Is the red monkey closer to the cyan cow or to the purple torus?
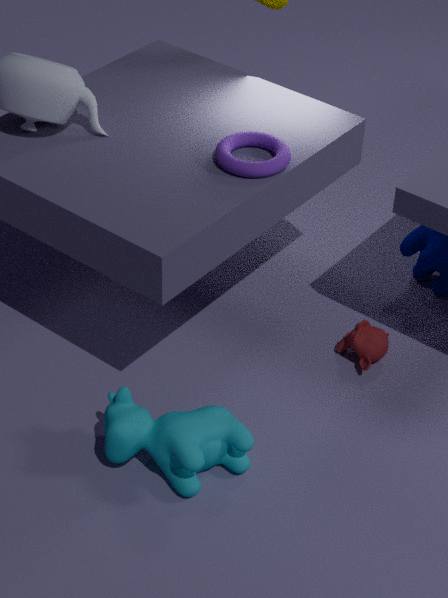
the cyan cow
